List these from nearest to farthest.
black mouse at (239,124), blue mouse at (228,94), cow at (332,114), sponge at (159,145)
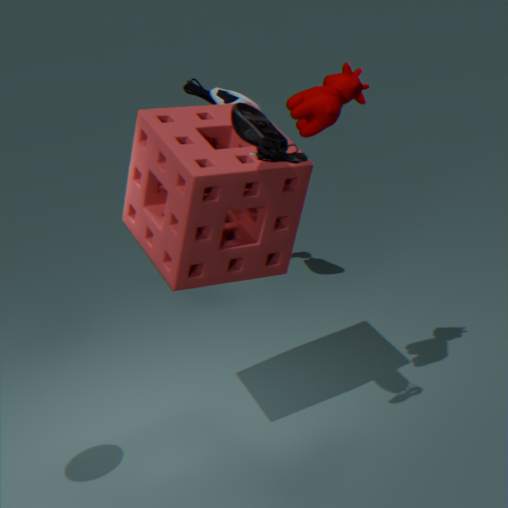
black mouse at (239,124)
cow at (332,114)
sponge at (159,145)
blue mouse at (228,94)
